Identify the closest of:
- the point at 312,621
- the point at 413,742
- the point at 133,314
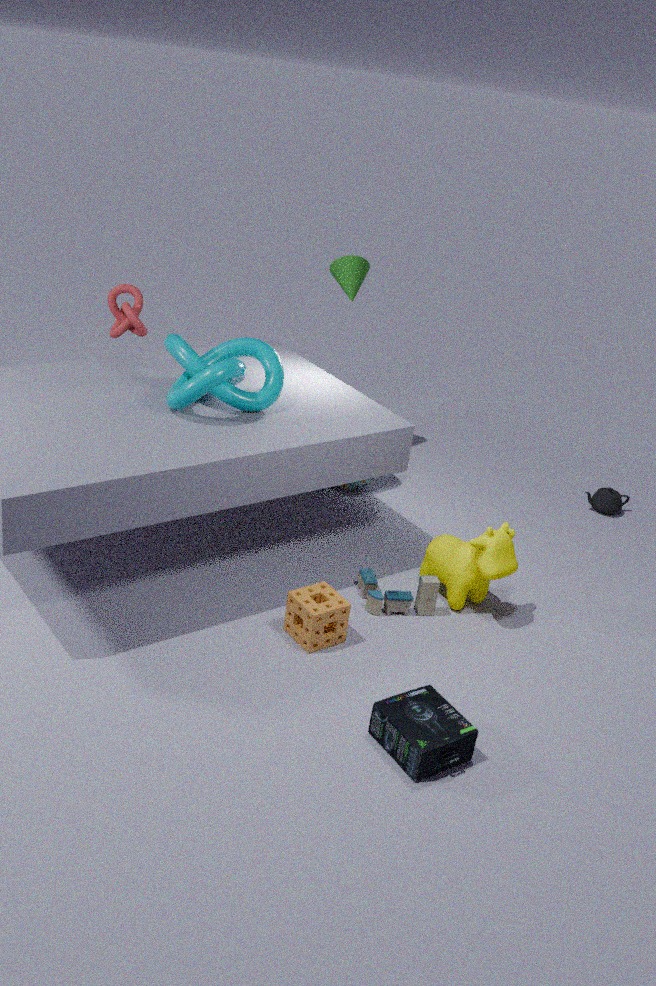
the point at 413,742
